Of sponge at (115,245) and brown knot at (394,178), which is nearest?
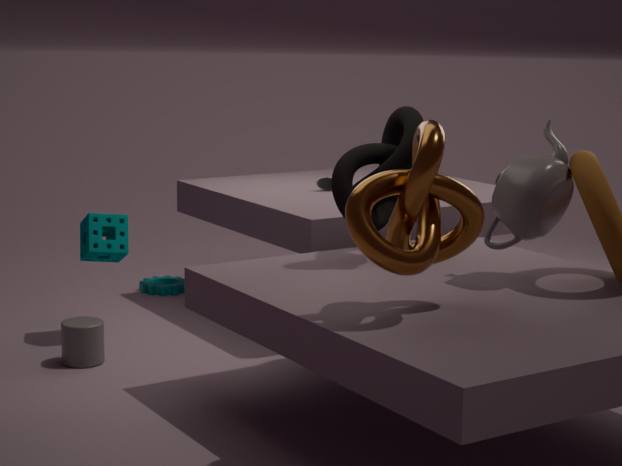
brown knot at (394,178)
